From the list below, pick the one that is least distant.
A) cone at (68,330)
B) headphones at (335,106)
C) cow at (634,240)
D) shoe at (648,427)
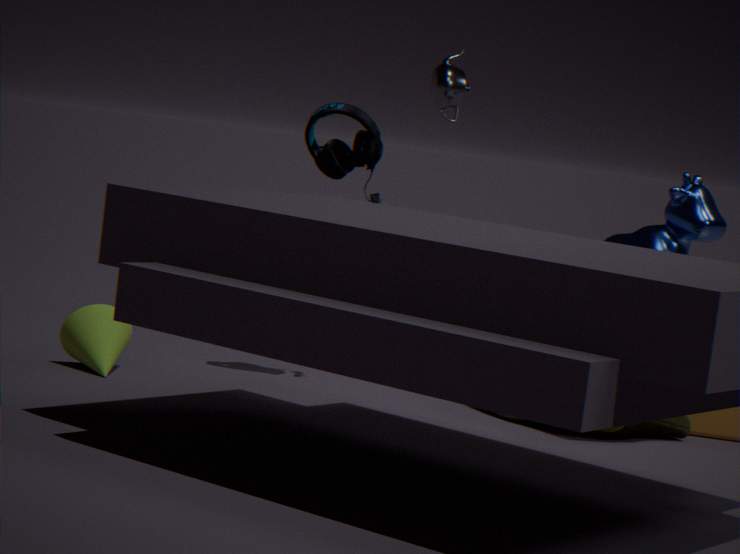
shoe at (648,427)
